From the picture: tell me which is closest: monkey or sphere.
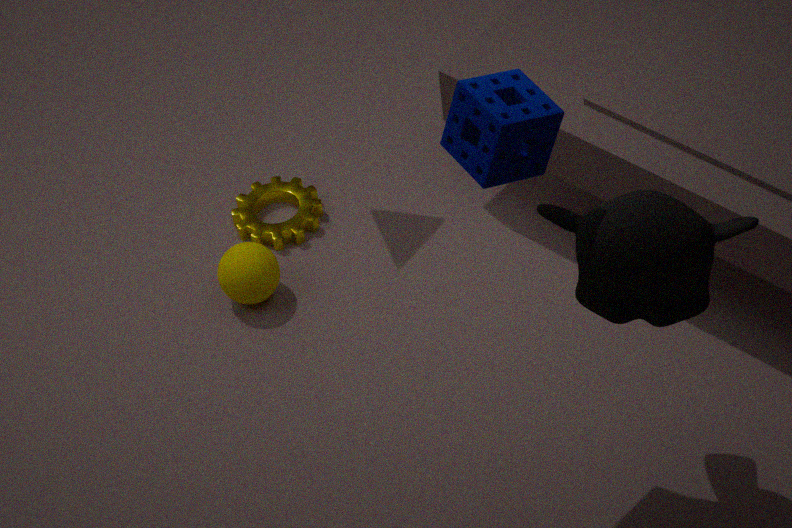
monkey
